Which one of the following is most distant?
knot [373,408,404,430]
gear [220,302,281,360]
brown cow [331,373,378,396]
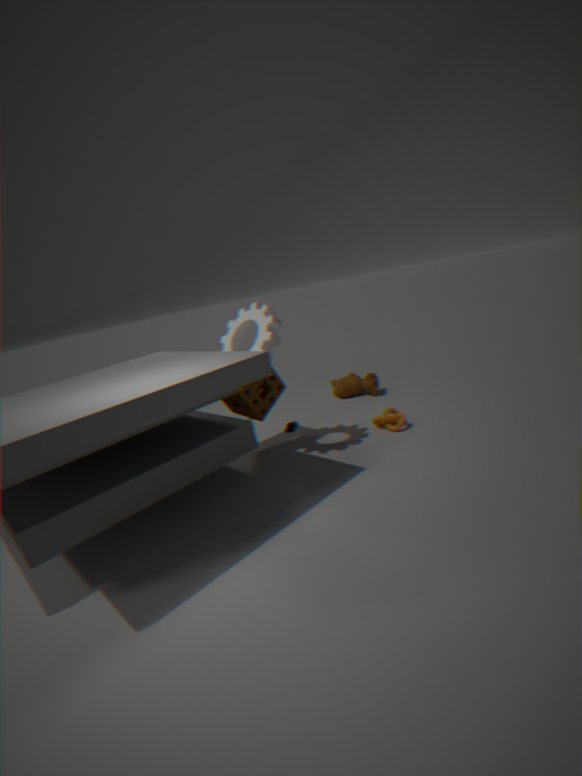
brown cow [331,373,378,396]
